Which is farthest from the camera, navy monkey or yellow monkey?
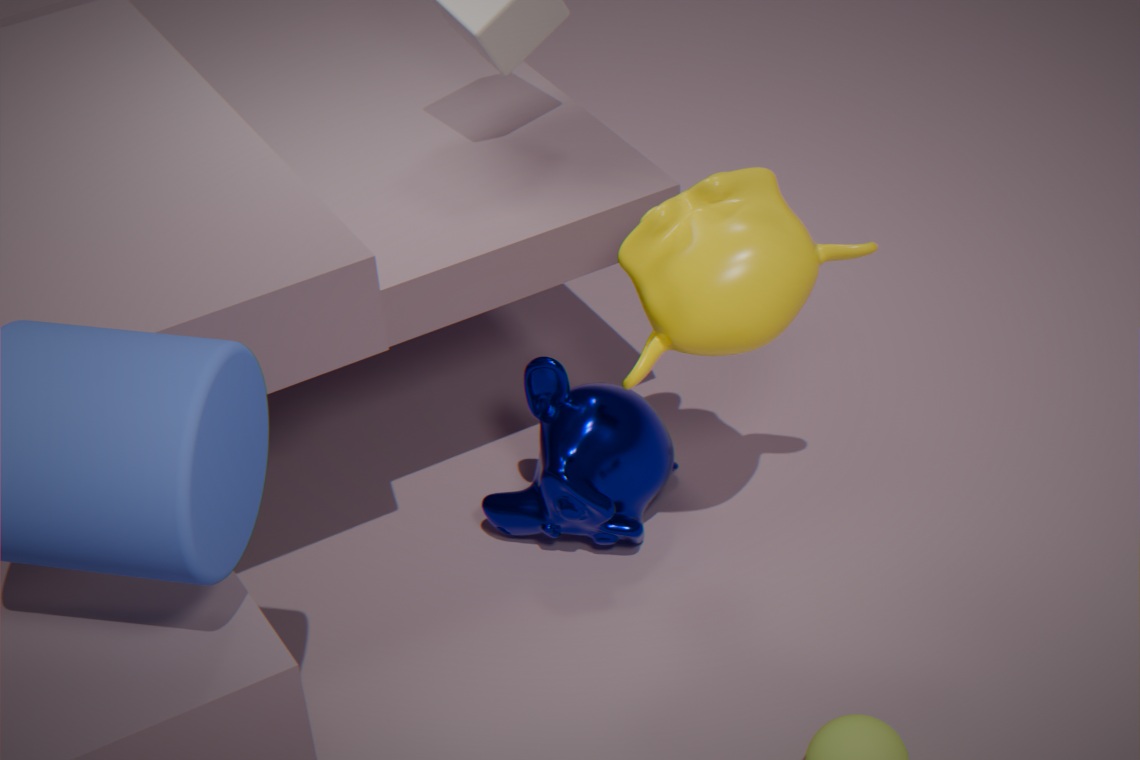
navy monkey
